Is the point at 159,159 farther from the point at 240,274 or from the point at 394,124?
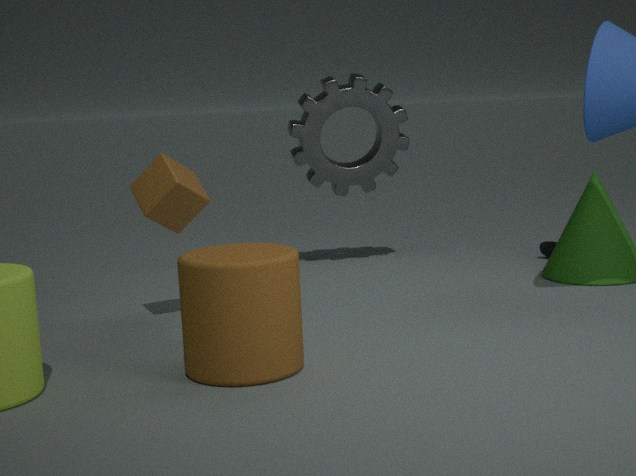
the point at 394,124
